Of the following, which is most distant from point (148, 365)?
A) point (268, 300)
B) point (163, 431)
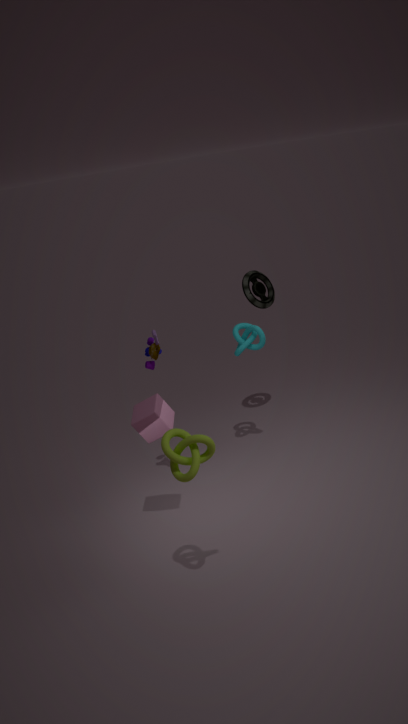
point (268, 300)
